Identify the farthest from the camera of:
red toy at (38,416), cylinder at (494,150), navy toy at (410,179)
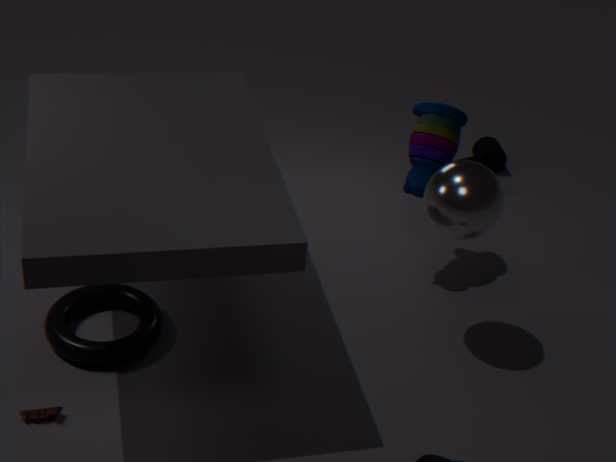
cylinder at (494,150)
